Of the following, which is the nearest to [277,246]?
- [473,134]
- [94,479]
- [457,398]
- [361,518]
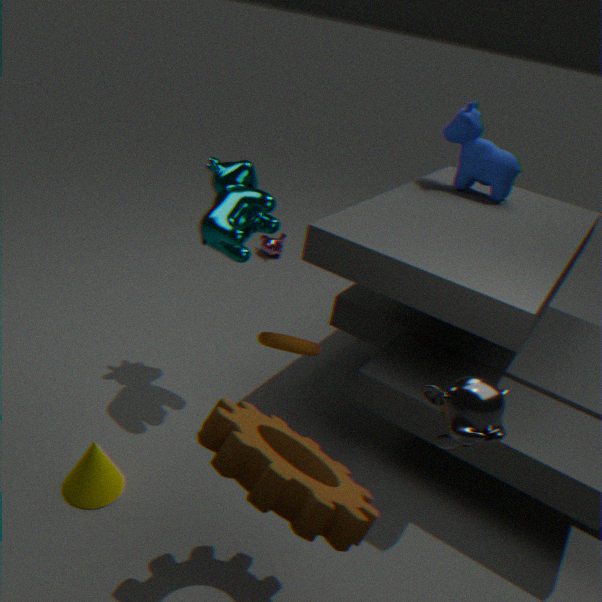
[473,134]
